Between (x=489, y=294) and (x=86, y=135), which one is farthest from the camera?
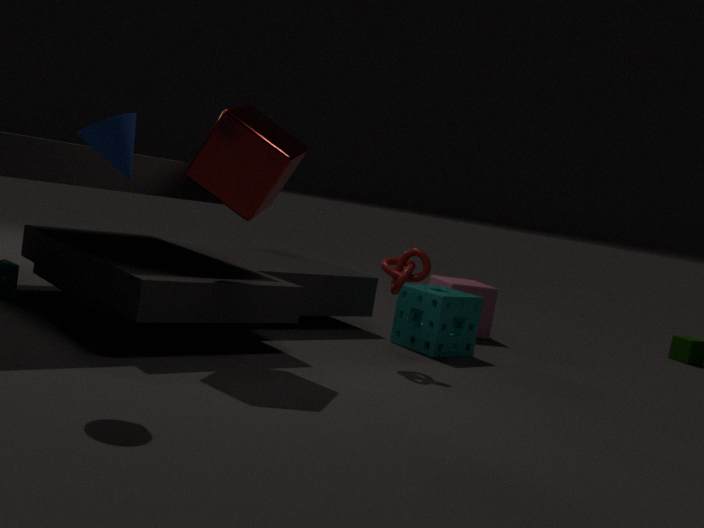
(x=489, y=294)
